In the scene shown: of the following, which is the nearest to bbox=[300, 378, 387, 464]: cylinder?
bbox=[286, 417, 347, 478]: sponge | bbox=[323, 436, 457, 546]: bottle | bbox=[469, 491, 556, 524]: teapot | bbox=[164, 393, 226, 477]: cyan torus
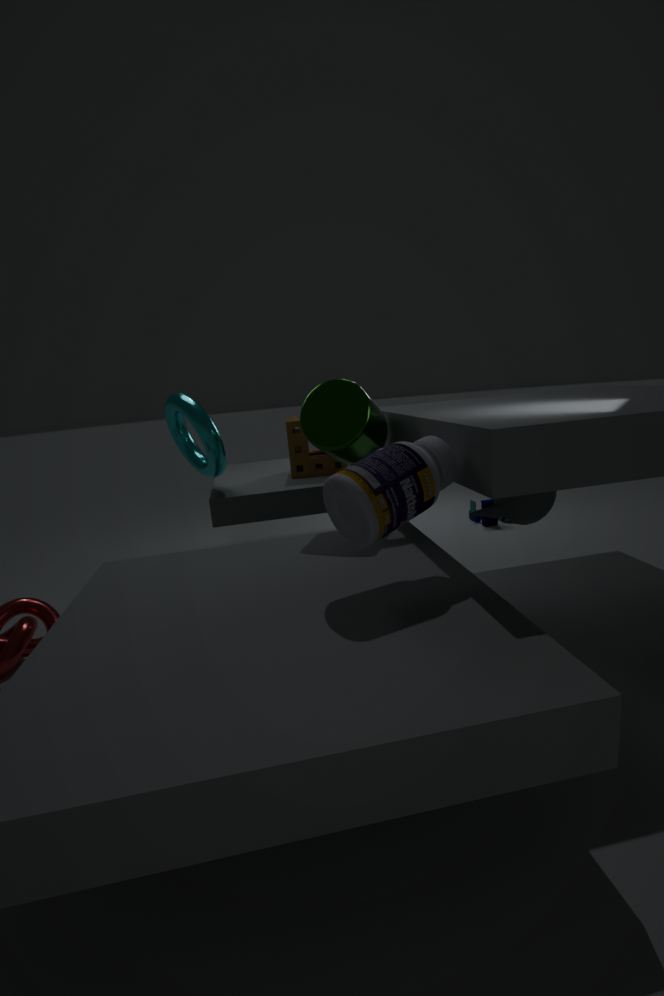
bbox=[286, 417, 347, 478]: sponge
